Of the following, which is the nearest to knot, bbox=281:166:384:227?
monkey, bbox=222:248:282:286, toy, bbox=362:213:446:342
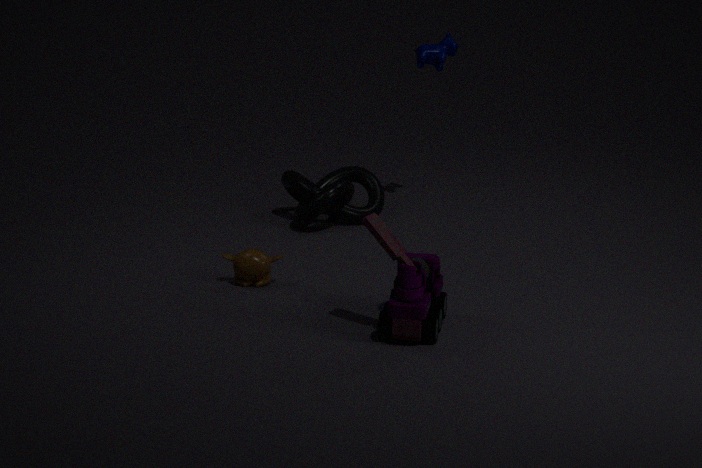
monkey, bbox=222:248:282:286
